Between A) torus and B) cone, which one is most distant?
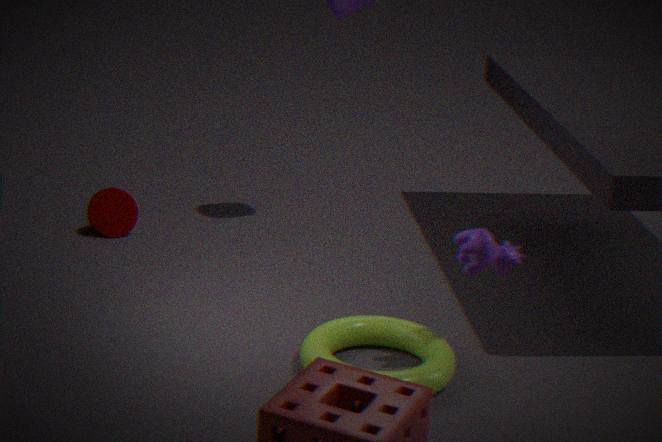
B. cone
